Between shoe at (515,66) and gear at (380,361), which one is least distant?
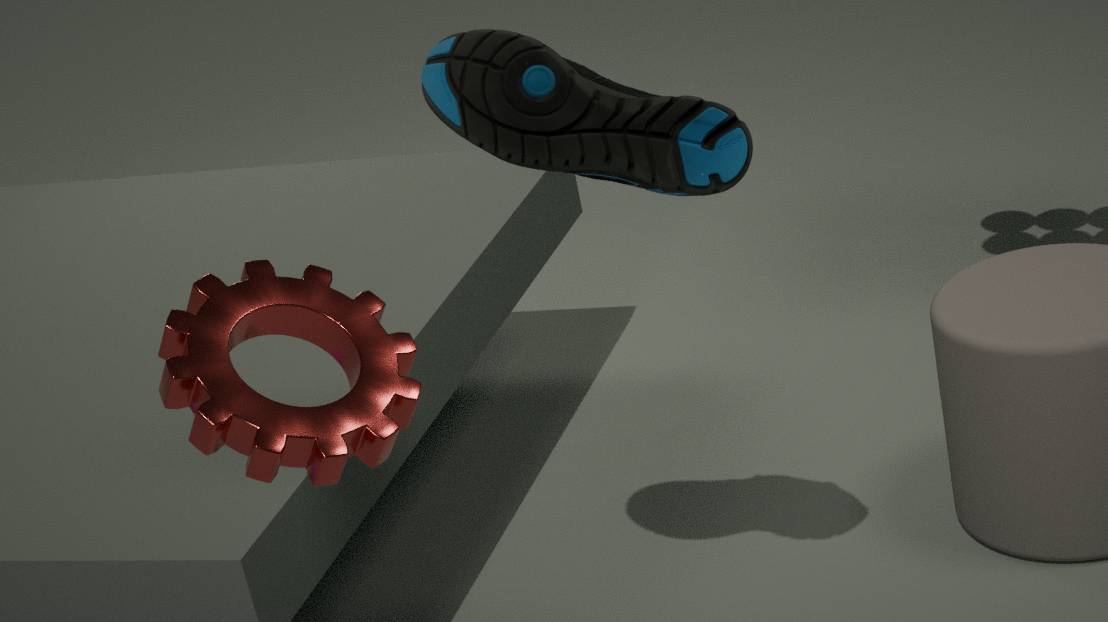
gear at (380,361)
